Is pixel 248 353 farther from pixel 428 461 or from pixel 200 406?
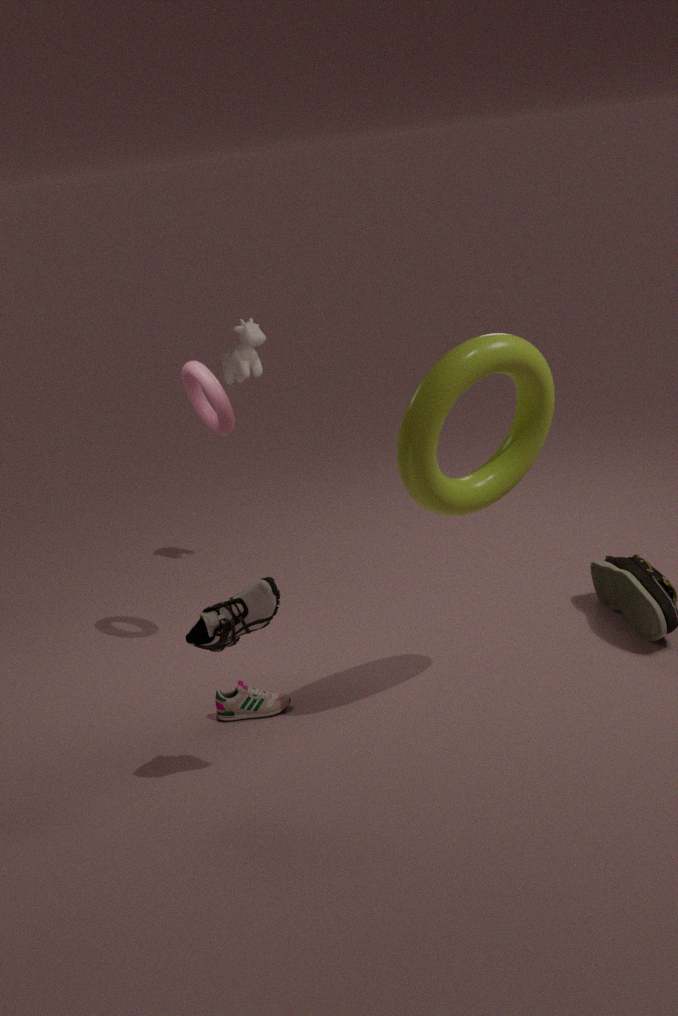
pixel 428 461
